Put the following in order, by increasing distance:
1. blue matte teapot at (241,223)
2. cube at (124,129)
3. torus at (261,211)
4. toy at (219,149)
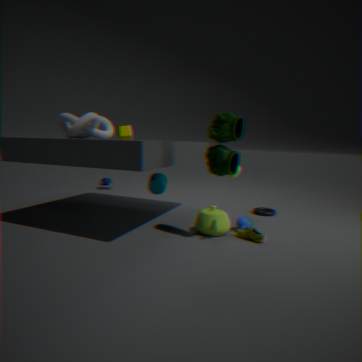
toy at (219,149) < blue matte teapot at (241,223) < torus at (261,211) < cube at (124,129)
